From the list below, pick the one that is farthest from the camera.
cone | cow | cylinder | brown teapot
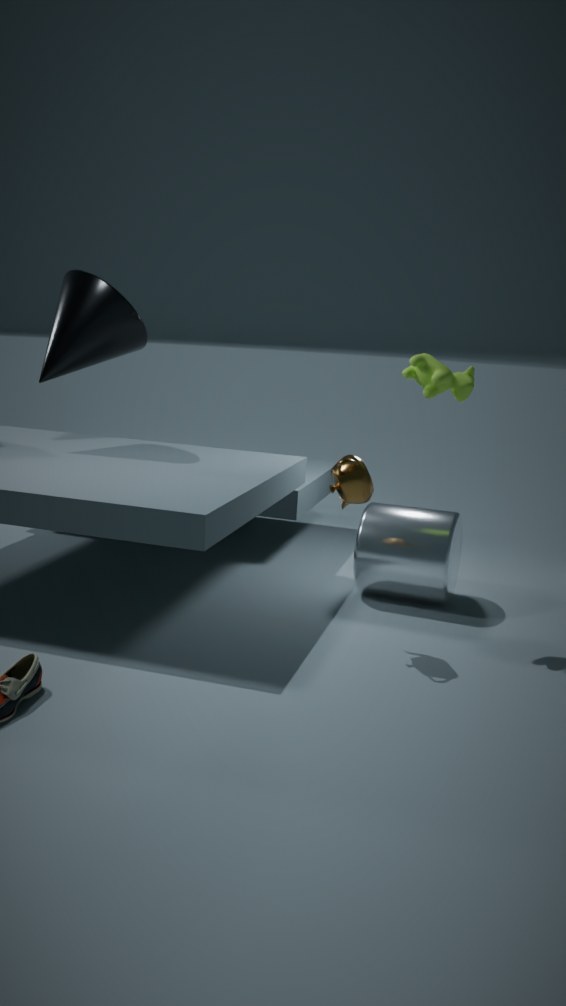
cone
